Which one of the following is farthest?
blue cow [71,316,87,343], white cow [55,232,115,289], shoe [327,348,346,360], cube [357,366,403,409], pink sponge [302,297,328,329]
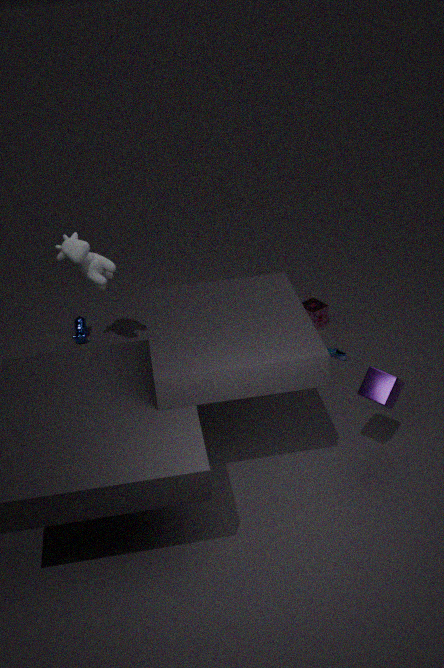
blue cow [71,316,87,343]
